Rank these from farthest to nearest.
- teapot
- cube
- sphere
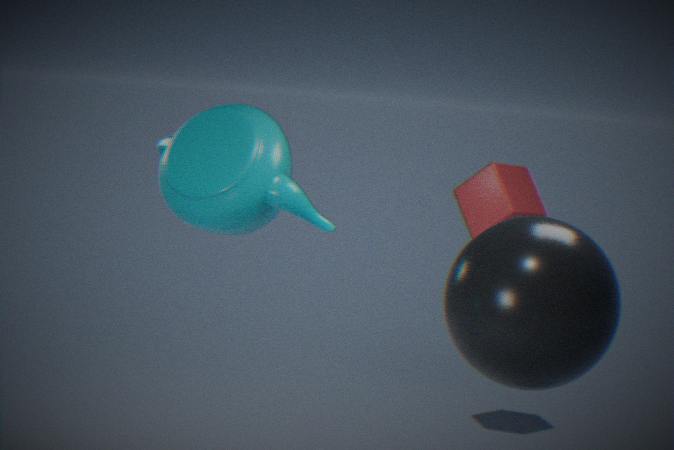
cube, teapot, sphere
